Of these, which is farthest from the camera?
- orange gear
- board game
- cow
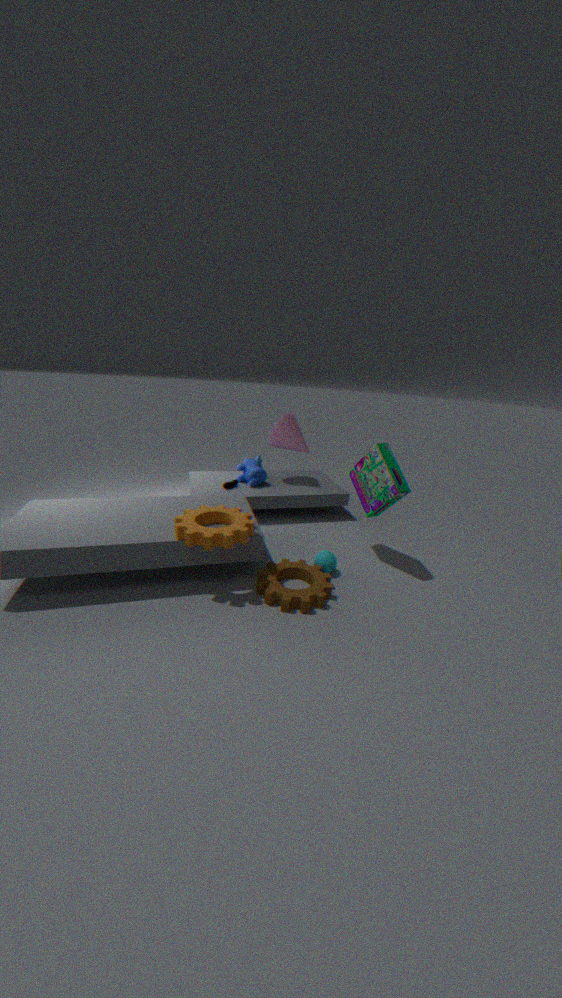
cow
